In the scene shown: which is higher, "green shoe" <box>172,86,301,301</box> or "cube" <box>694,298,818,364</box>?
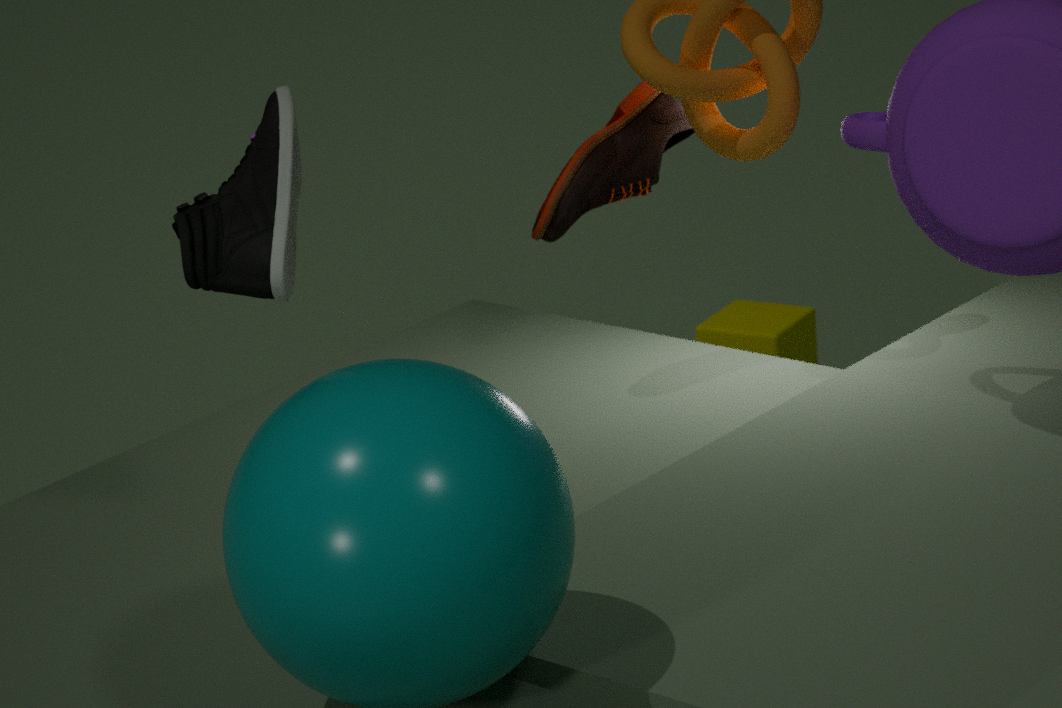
"green shoe" <box>172,86,301,301</box>
